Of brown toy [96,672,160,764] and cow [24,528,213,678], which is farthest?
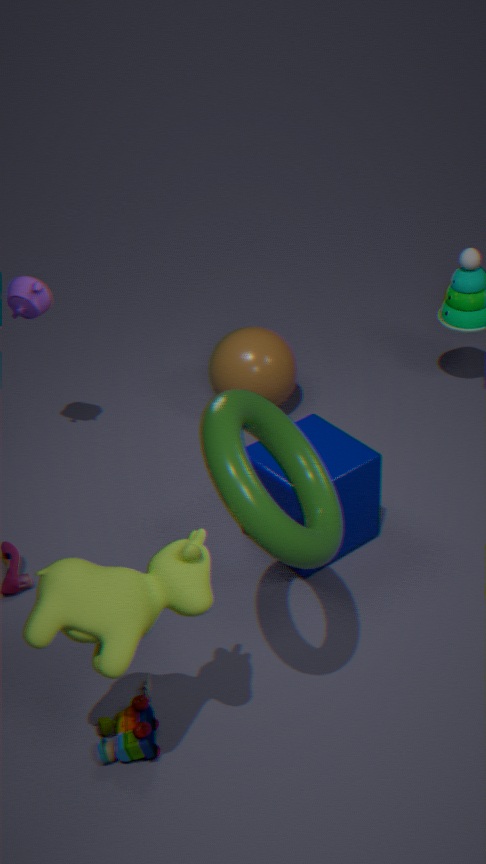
brown toy [96,672,160,764]
